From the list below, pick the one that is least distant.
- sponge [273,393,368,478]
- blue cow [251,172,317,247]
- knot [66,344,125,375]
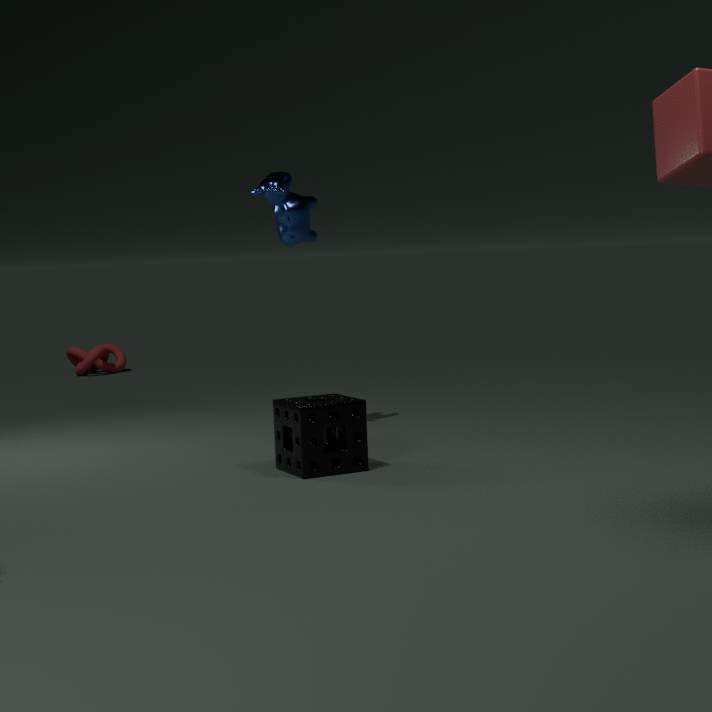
sponge [273,393,368,478]
